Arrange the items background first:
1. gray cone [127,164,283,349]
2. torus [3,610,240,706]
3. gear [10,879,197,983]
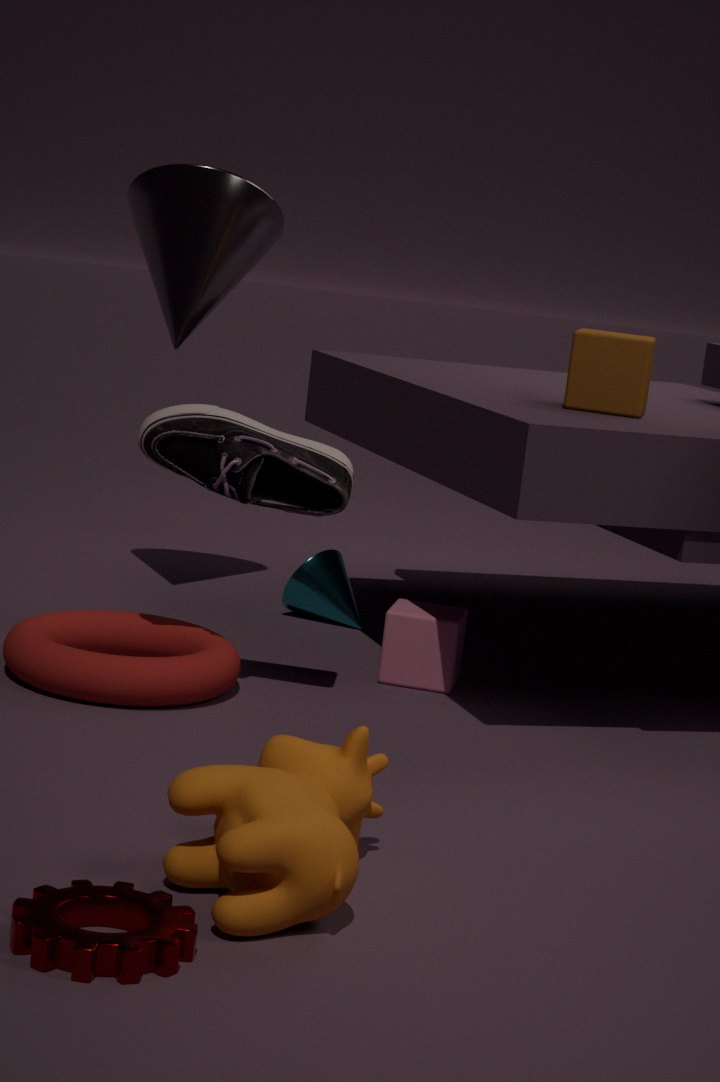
gray cone [127,164,283,349] < torus [3,610,240,706] < gear [10,879,197,983]
